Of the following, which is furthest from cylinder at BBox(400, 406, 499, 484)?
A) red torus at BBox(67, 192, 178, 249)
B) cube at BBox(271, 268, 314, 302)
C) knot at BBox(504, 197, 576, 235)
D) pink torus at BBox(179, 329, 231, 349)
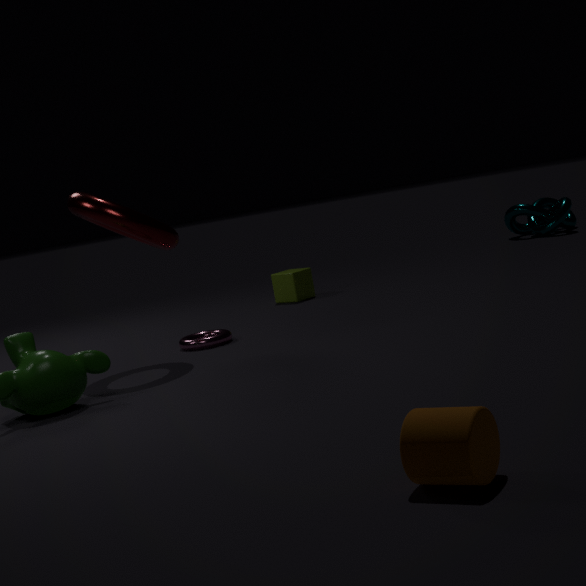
knot at BBox(504, 197, 576, 235)
